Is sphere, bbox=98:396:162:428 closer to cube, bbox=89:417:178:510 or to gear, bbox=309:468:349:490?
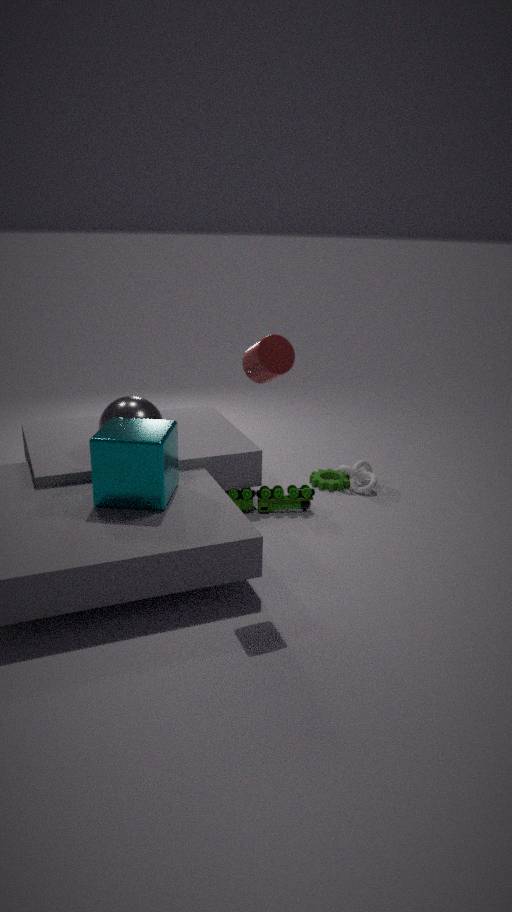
cube, bbox=89:417:178:510
